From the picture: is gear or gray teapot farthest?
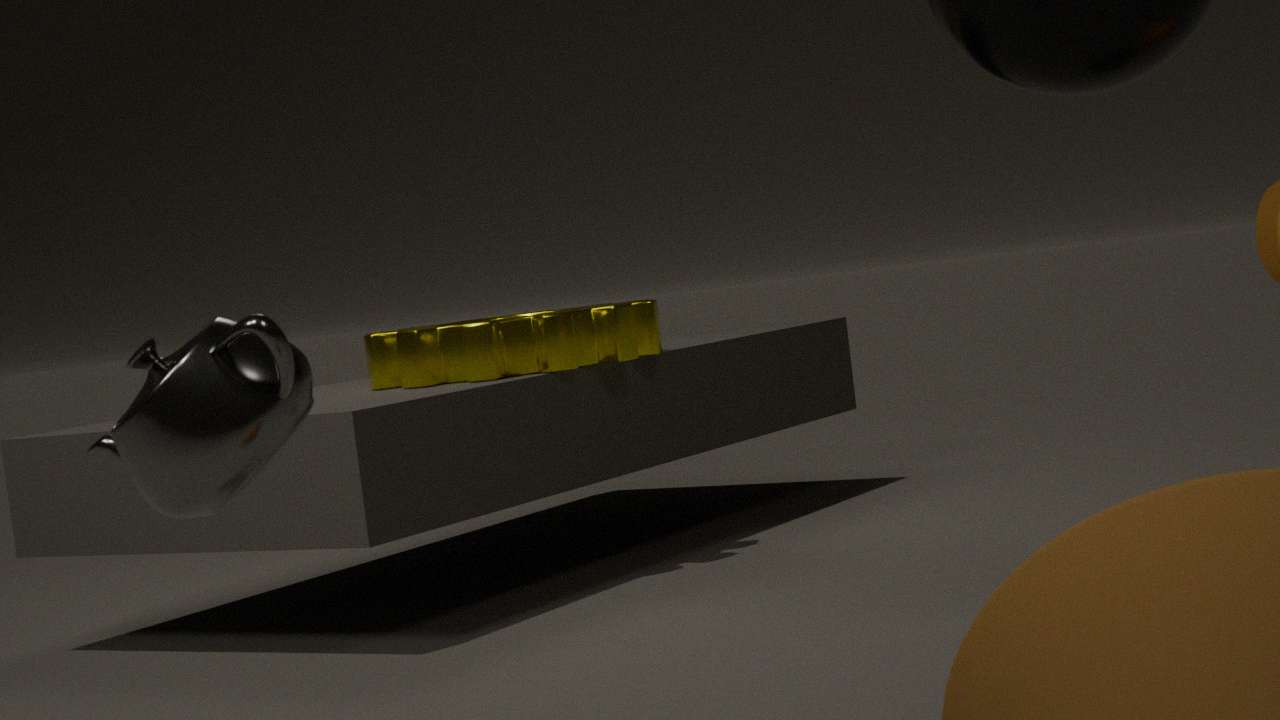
gear
